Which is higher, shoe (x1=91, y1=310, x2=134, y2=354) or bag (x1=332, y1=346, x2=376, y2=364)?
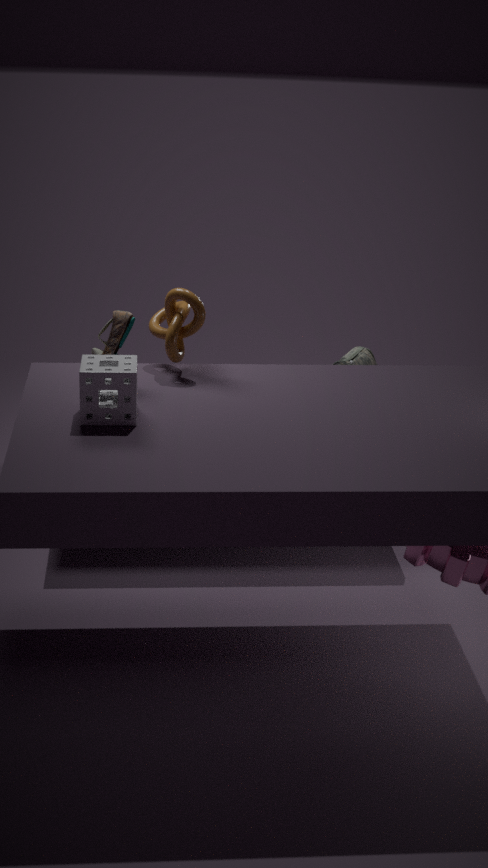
shoe (x1=91, y1=310, x2=134, y2=354)
